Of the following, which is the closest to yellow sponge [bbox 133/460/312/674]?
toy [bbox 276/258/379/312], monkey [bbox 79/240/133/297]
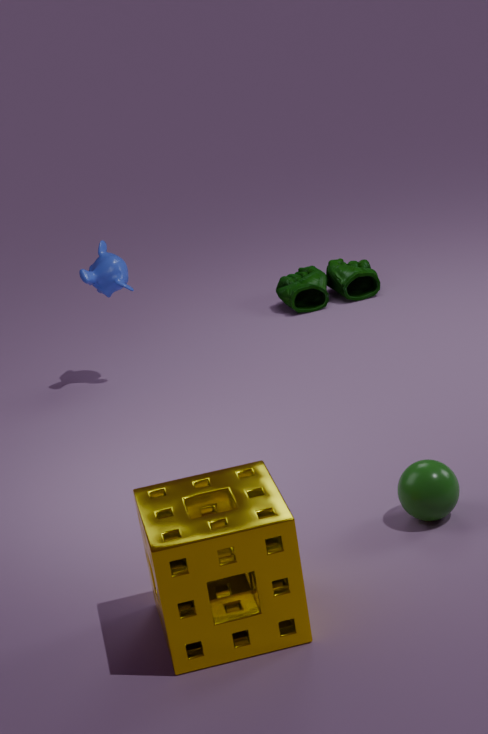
monkey [bbox 79/240/133/297]
